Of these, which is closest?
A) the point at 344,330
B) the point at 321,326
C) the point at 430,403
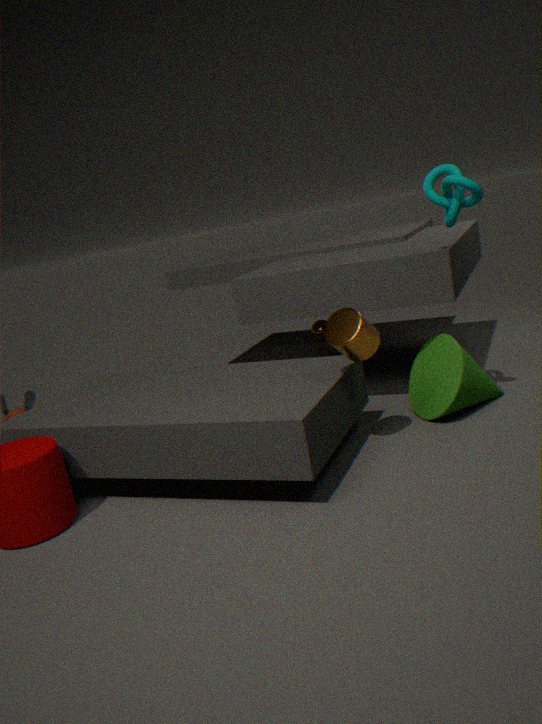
the point at 344,330
